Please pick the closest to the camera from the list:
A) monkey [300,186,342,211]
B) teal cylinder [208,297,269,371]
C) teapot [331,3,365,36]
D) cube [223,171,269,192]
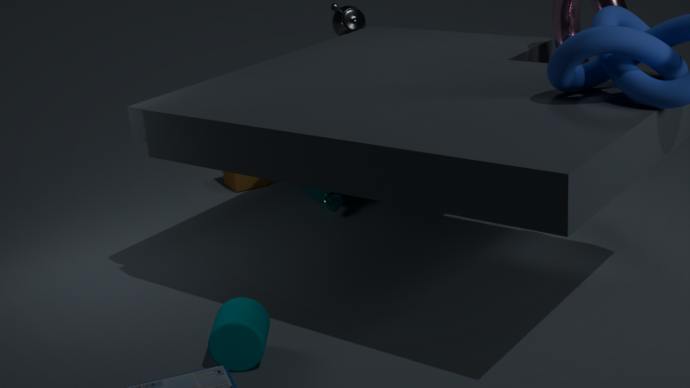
teal cylinder [208,297,269,371]
